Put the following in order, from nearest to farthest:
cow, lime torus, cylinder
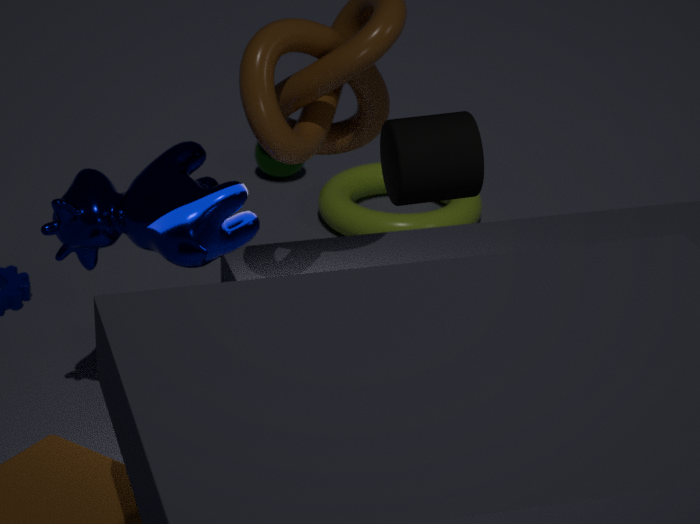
1. cylinder
2. cow
3. lime torus
